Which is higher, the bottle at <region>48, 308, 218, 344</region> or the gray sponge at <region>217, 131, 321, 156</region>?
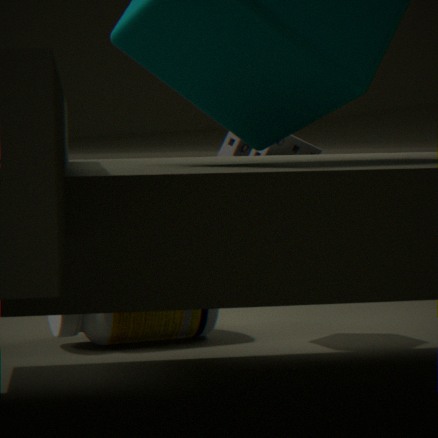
the gray sponge at <region>217, 131, 321, 156</region>
